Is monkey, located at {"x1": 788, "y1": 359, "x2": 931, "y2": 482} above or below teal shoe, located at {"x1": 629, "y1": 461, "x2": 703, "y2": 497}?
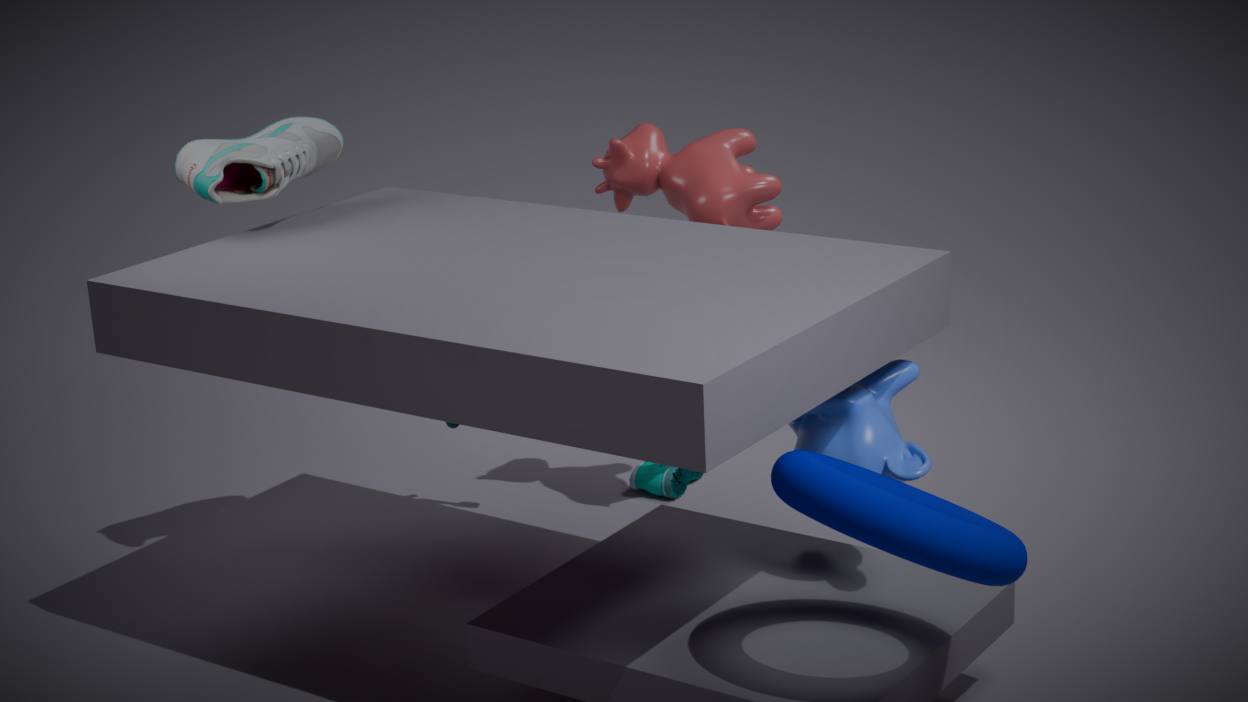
above
